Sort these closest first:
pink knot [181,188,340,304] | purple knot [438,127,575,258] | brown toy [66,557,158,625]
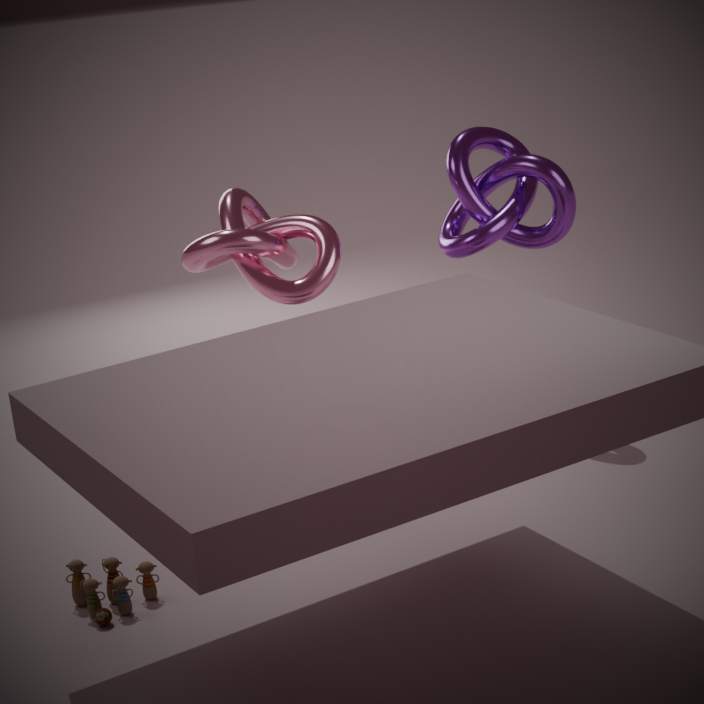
1. brown toy [66,557,158,625]
2. pink knot [181,188,340,304]
3. purple knot [438,127,575,258]
